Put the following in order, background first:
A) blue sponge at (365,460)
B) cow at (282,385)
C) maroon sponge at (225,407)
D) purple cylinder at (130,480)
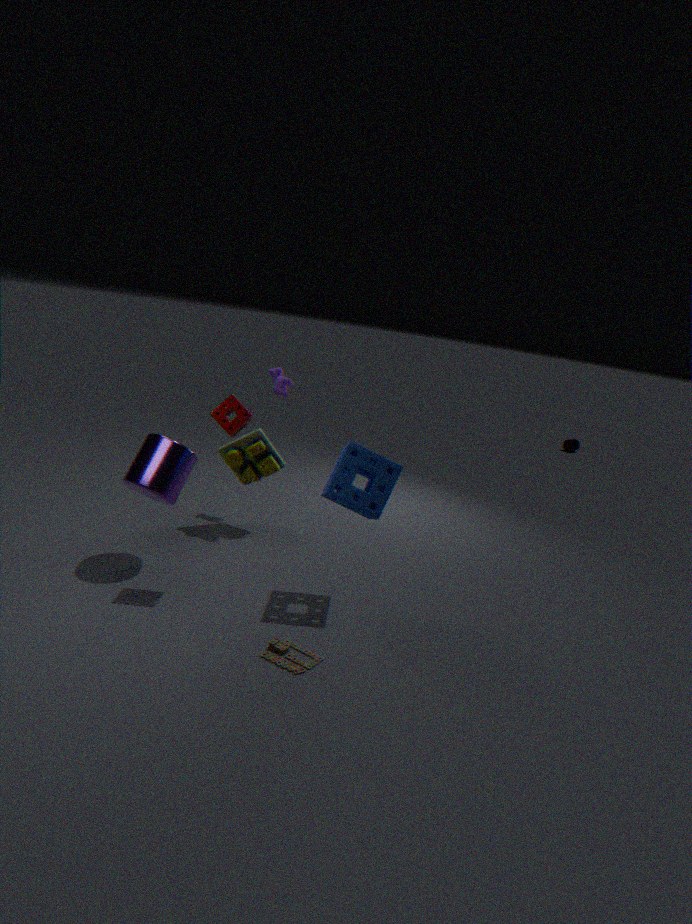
cow at (282,385) < purple cylinder at (130,480) < blue sponge at (365,460) < maroon sponge at (225,407)
